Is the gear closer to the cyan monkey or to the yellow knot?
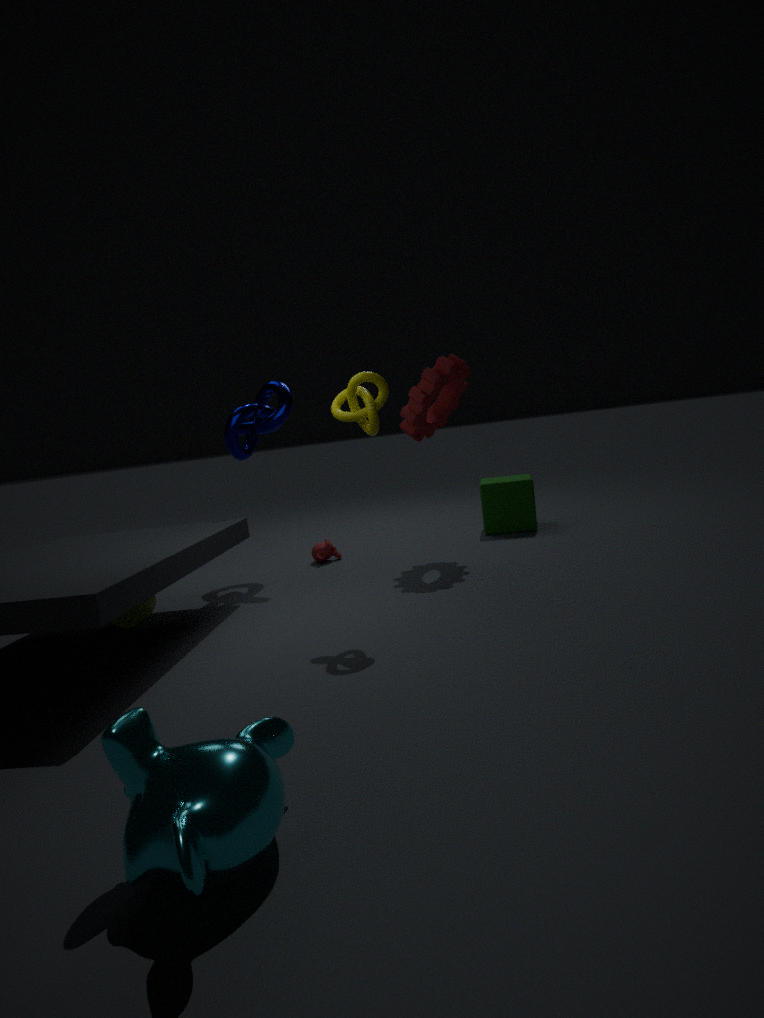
the yellow knot
